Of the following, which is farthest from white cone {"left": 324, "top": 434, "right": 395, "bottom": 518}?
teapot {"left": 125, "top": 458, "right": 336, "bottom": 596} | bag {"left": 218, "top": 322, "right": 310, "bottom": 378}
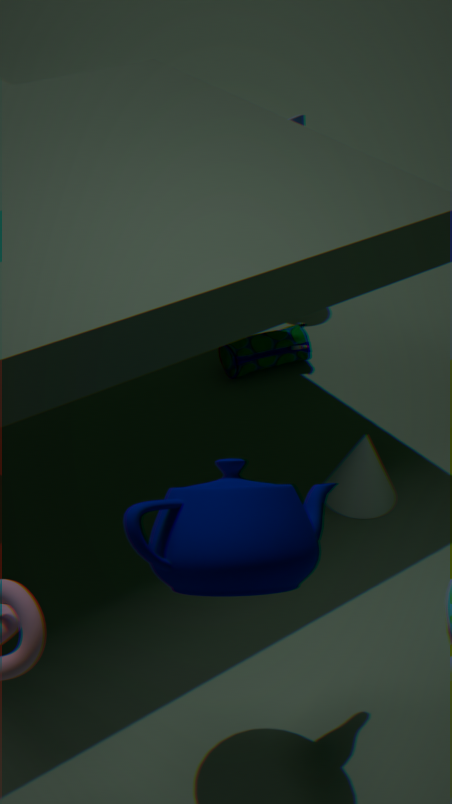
teapot {"left": 125, "top": 458, "right": 336, "bottom": 596}
